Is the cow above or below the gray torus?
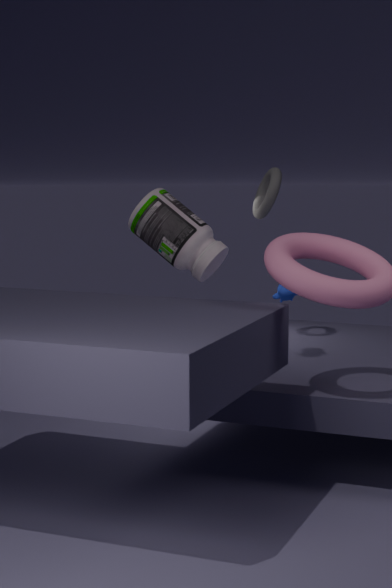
below
